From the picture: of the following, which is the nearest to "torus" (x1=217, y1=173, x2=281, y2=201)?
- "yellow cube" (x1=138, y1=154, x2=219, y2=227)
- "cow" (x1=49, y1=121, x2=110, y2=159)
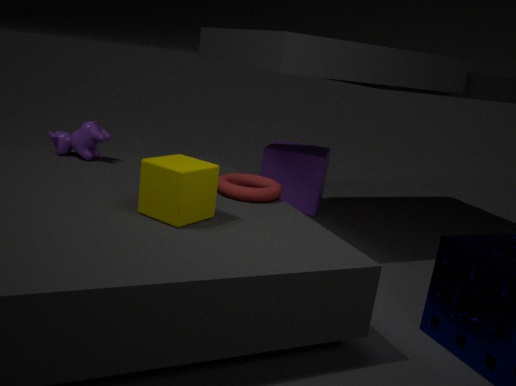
"yellow cube" (x1=138, y1=154, x2=219, y2=227)
